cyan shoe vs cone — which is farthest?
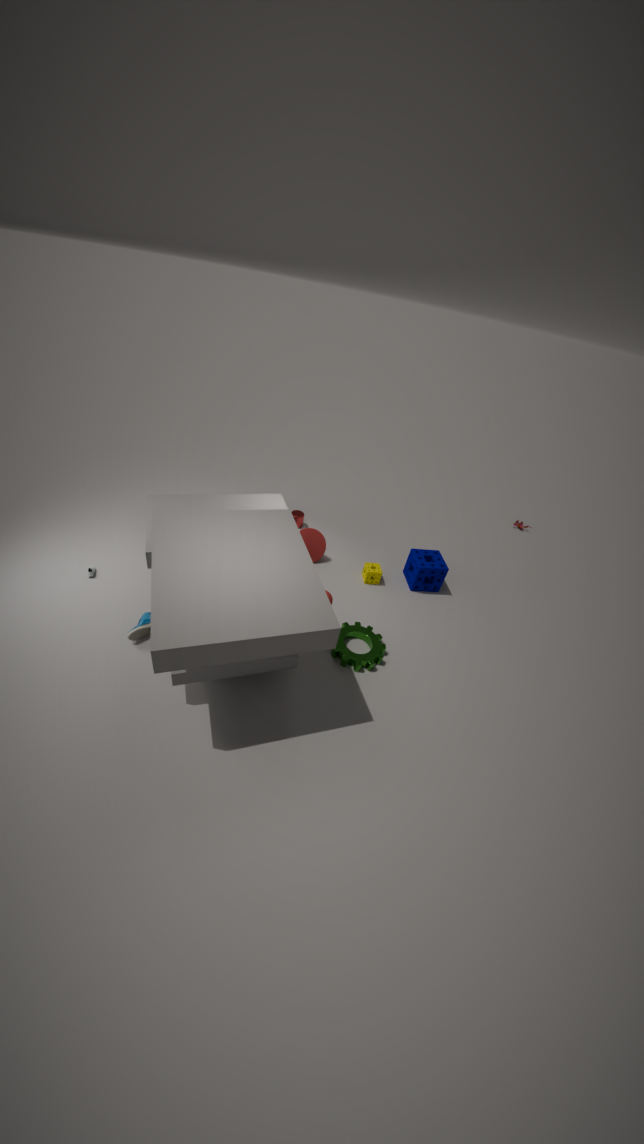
Result: cone
